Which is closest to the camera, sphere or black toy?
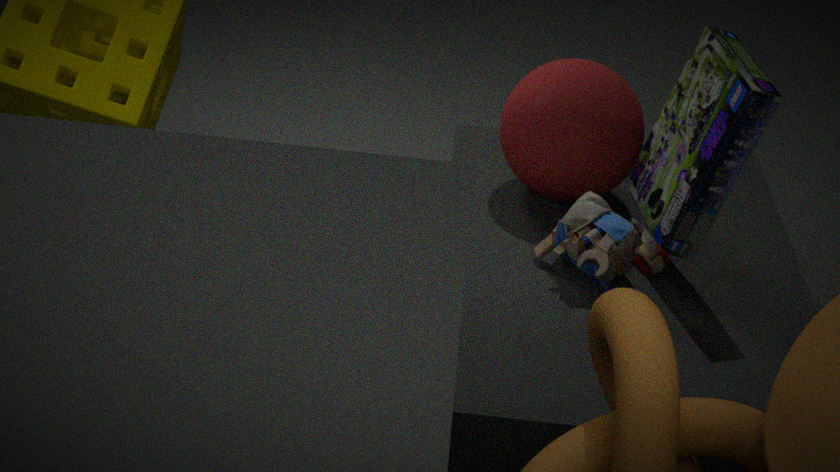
black toy
